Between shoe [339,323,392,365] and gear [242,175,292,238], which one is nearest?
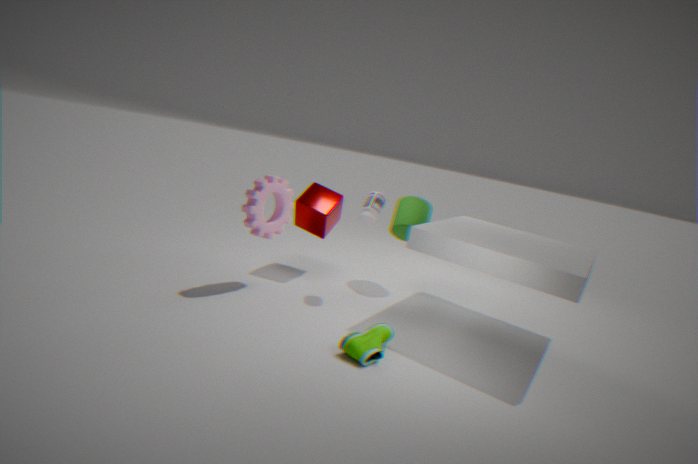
shoe [339,323,392,365]
